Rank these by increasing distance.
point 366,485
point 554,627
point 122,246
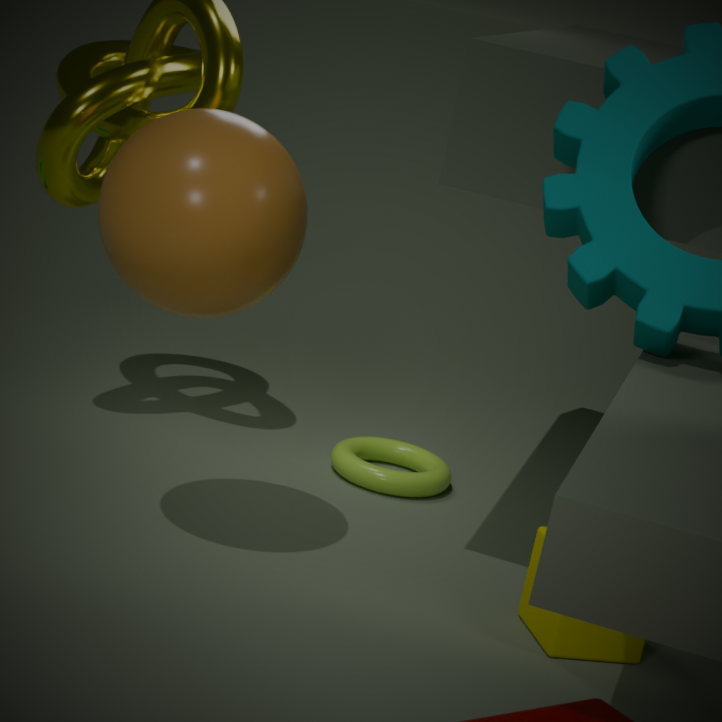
point 122,246 → point 554,627 → point 366,485
